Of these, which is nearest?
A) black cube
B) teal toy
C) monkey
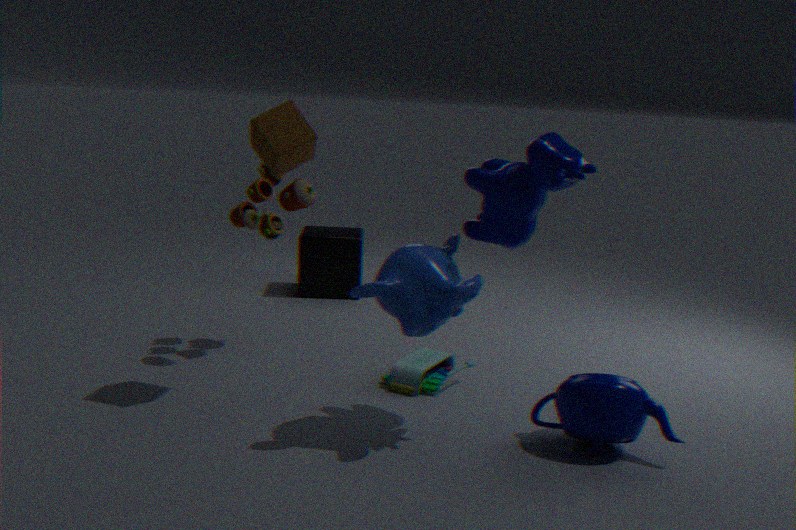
monkey
